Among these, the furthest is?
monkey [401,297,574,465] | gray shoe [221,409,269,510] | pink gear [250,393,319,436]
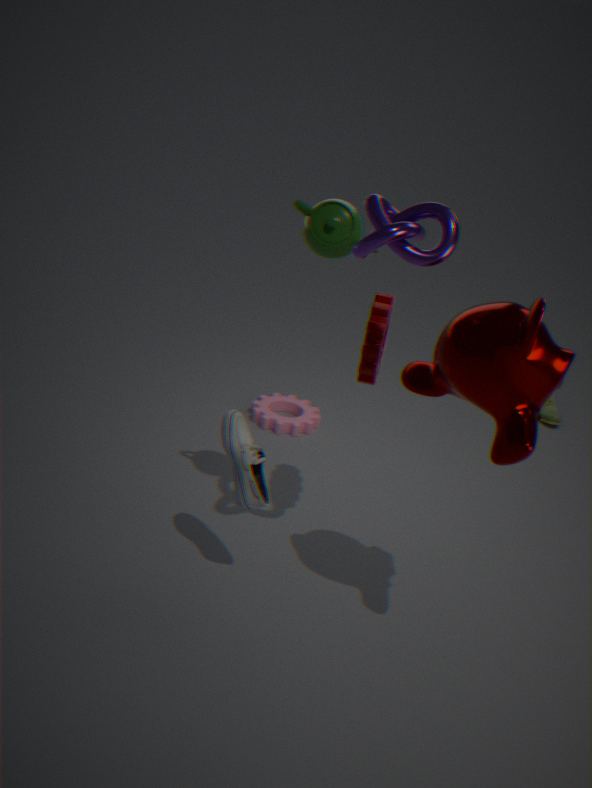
pink gear [250,393,319,436]
